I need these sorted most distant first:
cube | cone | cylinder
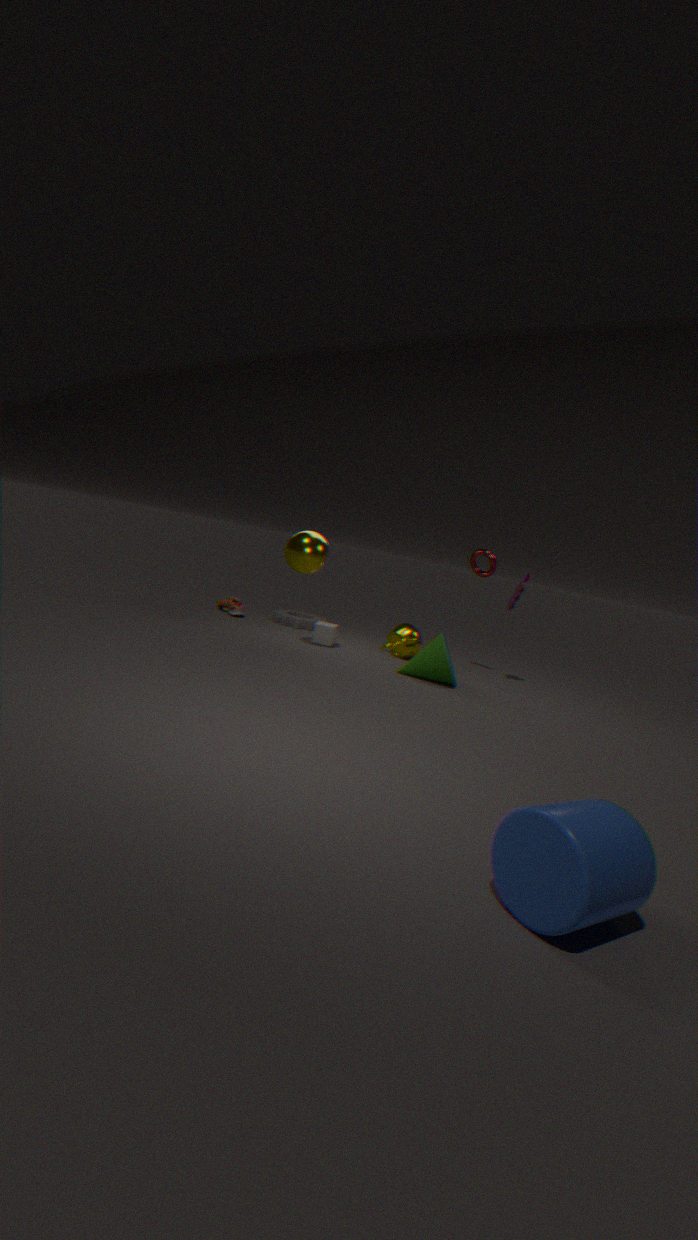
cube
cone
cylinder
